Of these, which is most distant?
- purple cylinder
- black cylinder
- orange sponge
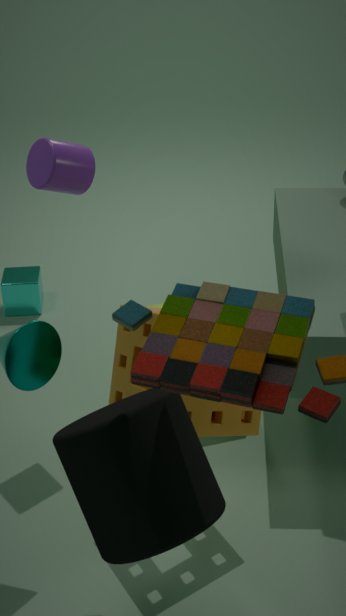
purple cylinder
